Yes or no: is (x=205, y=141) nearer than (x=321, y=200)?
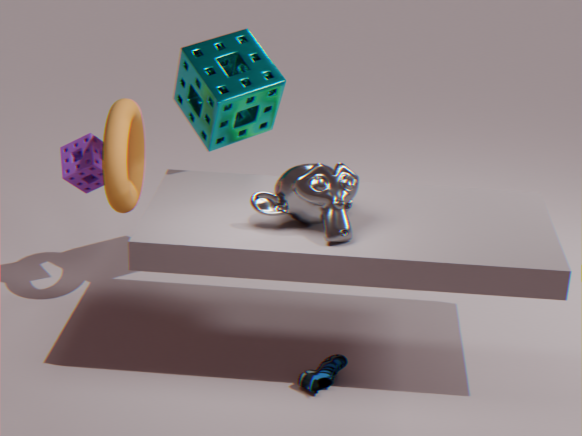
No
